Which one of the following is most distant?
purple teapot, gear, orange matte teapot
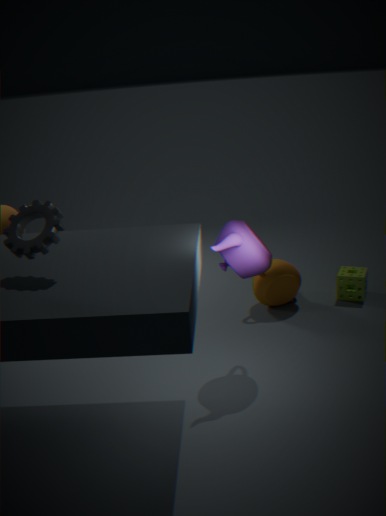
orange matte teapot
